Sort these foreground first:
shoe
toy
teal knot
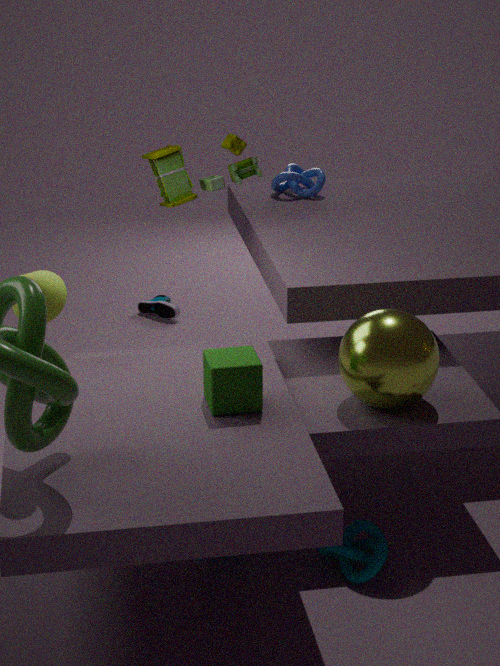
teal knot < toy < shoe
